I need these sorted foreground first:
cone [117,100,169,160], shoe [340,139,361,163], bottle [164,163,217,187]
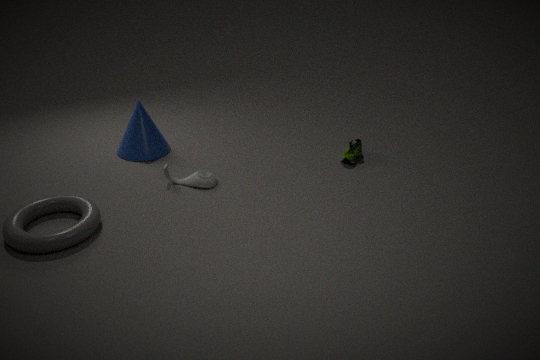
bottle [164,163,217,187] → cone [117,100,169,160] → shoe [340,139,361,163]
